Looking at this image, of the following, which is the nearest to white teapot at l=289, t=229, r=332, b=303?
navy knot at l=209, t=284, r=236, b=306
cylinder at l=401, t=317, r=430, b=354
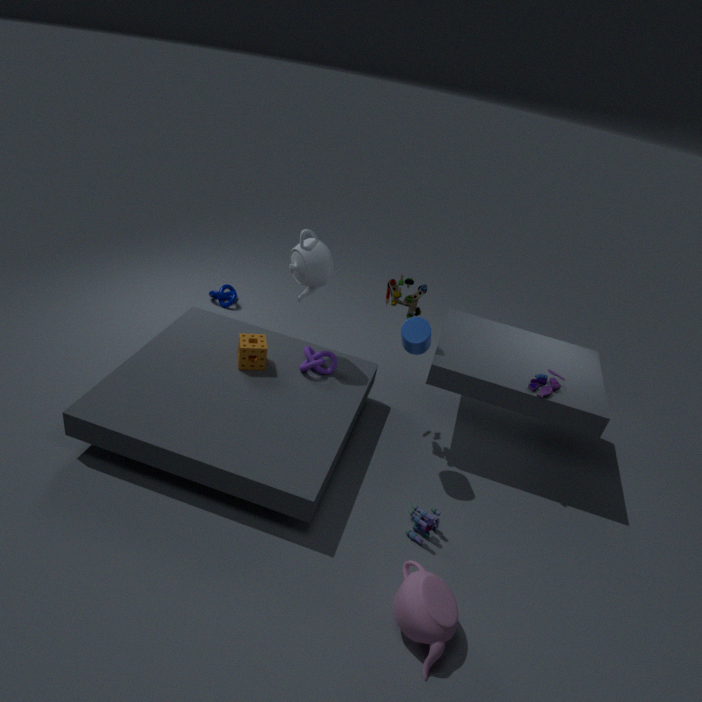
cylinder at l=401, t=317, r=430, b=354
